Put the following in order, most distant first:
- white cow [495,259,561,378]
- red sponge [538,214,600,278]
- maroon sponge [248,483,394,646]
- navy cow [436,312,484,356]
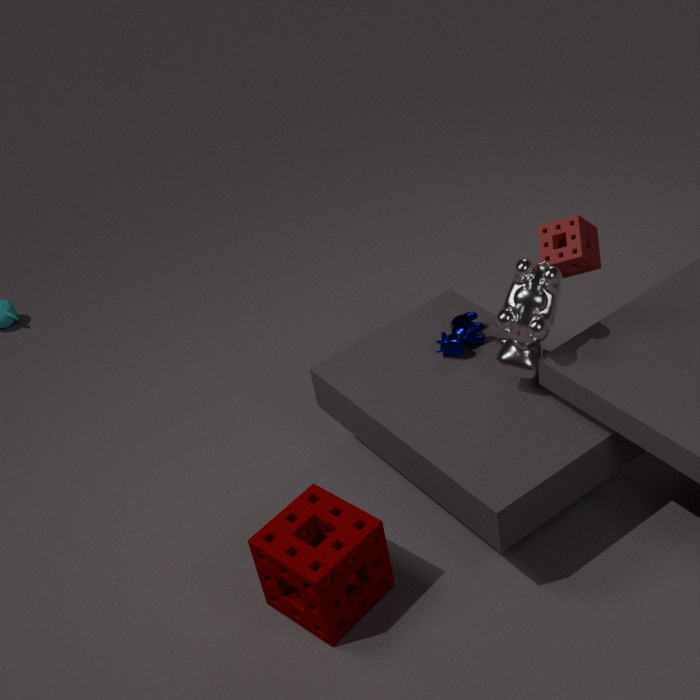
navy cow [436,312,484,356] < red sponge [538,214,600,278] < white cow [495,259,561,378] < maroon sponge [248,483,394,646]
